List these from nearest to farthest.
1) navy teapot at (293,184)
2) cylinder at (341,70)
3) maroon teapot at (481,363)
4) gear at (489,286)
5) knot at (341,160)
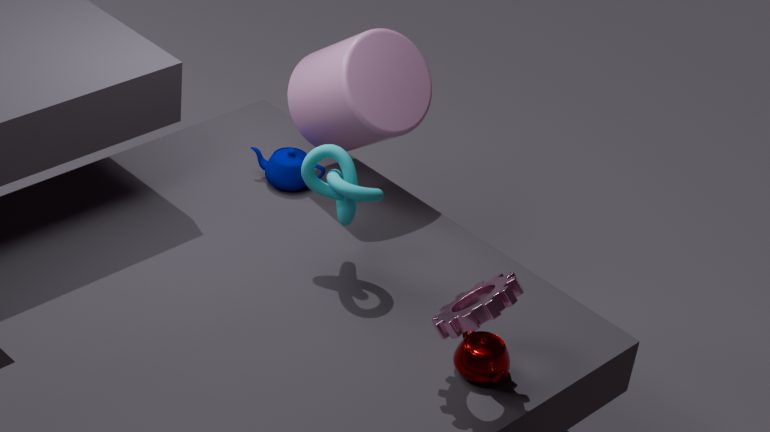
4. gear at (489,286) → 3. maroon teapot at (481,363) → 5. knot at (341,160) → 2. cylinder at (341,70) → 1. navy teapot at (293,184)
